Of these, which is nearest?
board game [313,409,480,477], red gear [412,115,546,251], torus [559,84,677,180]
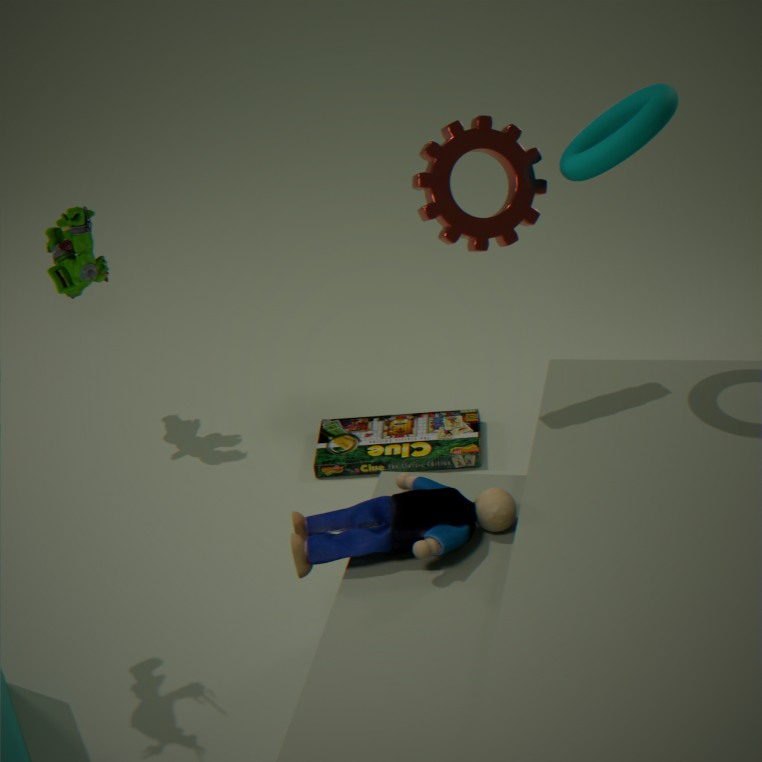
torus [559,84,677,180]
